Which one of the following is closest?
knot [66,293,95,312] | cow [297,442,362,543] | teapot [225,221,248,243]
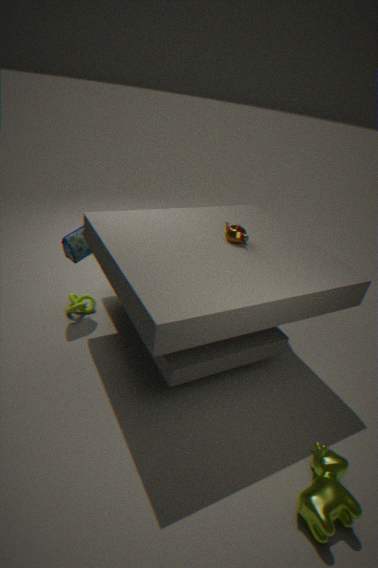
cow [297,442,362,543]
